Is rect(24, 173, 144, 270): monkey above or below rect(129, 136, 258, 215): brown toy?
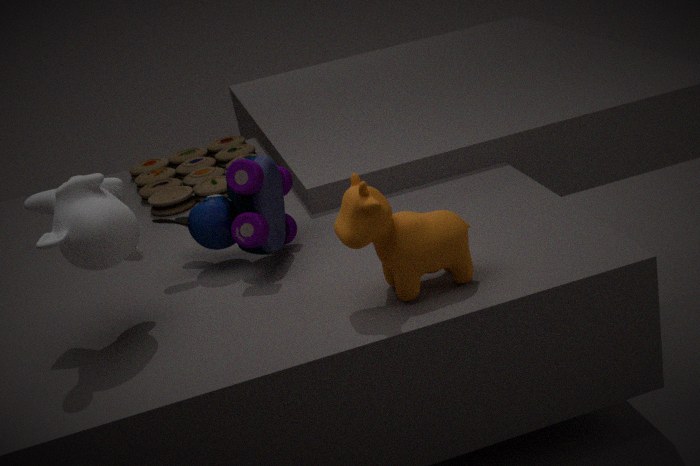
above
